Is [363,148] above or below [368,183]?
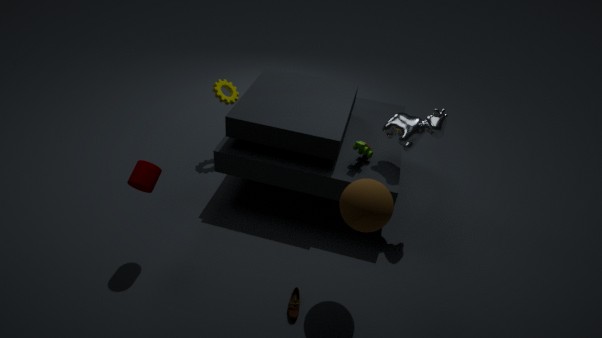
below
